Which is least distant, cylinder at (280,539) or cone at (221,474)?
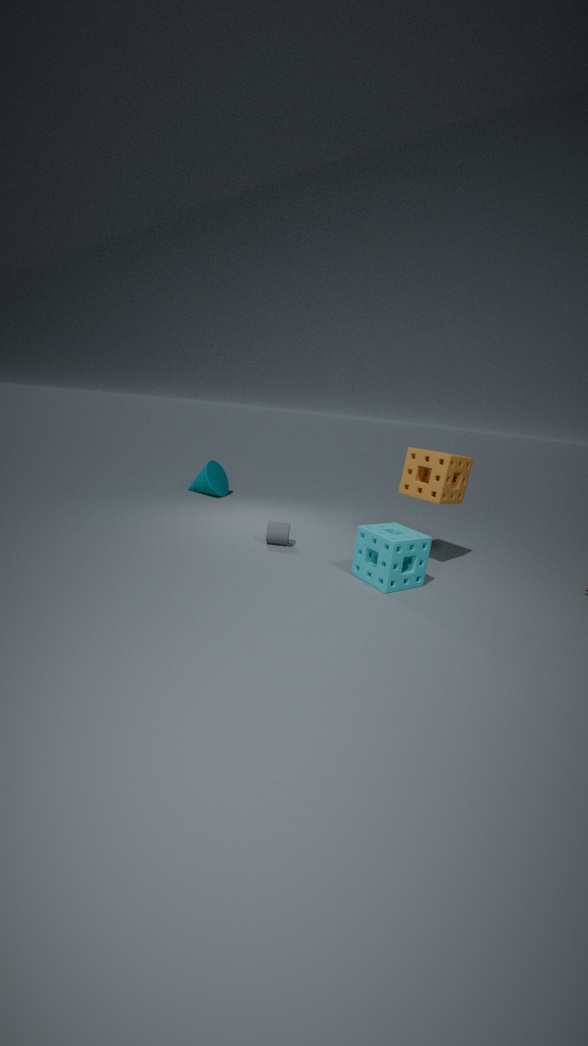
cylinder at (280,539)
